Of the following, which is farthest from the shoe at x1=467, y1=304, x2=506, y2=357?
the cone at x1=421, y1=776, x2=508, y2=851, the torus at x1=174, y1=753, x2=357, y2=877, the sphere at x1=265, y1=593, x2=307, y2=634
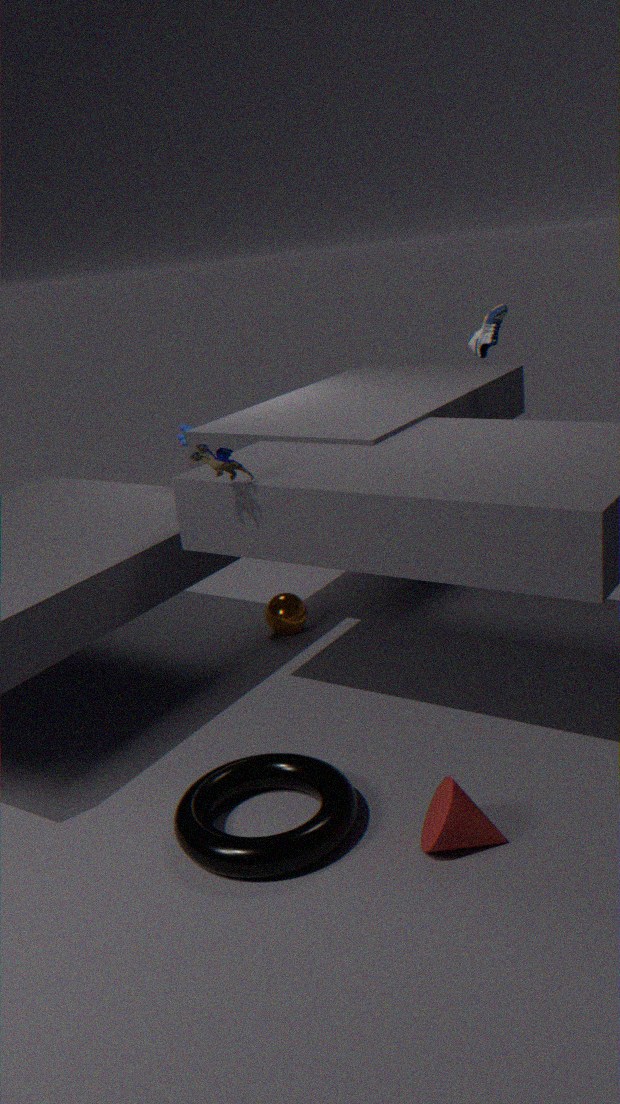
the cone at x1=421, y1=776, x2=508, y2=851
